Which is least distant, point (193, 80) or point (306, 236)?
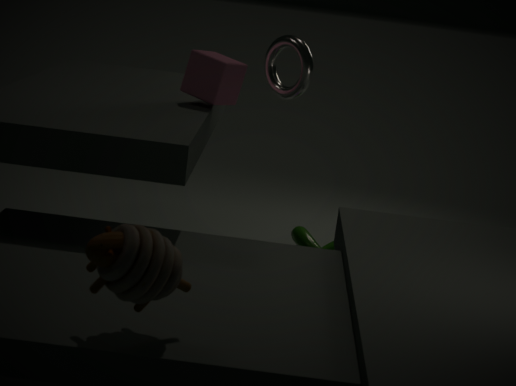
point (193, 80)
